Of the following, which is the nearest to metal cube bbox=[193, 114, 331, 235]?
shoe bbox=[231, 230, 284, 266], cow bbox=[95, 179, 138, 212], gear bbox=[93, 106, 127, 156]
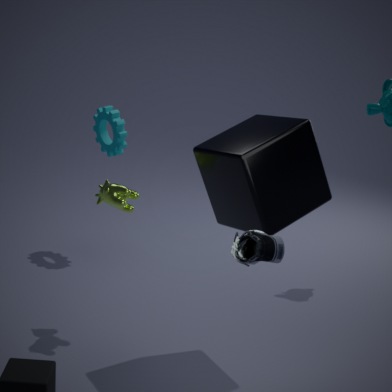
cow bbox=[95, 179, 138, 212]
